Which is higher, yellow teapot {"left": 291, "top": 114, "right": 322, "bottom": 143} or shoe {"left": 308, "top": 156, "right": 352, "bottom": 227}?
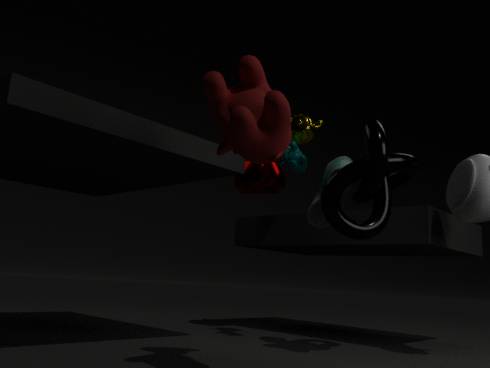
yellow teapot {"left": 291, "top": 114, "right": 322, "bottom": 143}
